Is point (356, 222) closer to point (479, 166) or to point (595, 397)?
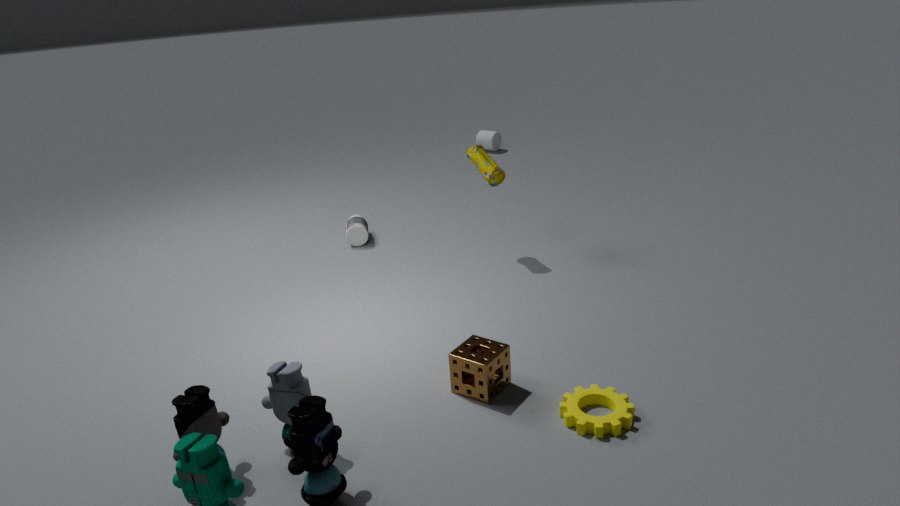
point (479, 166)
